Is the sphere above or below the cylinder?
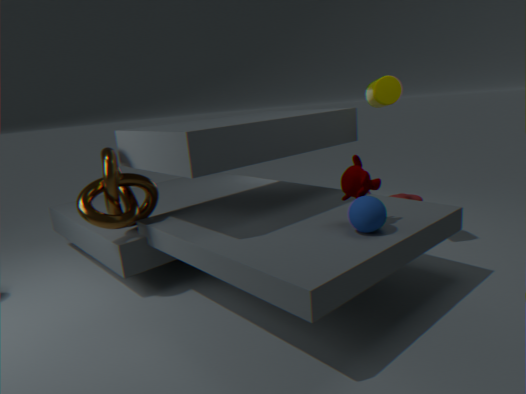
below
